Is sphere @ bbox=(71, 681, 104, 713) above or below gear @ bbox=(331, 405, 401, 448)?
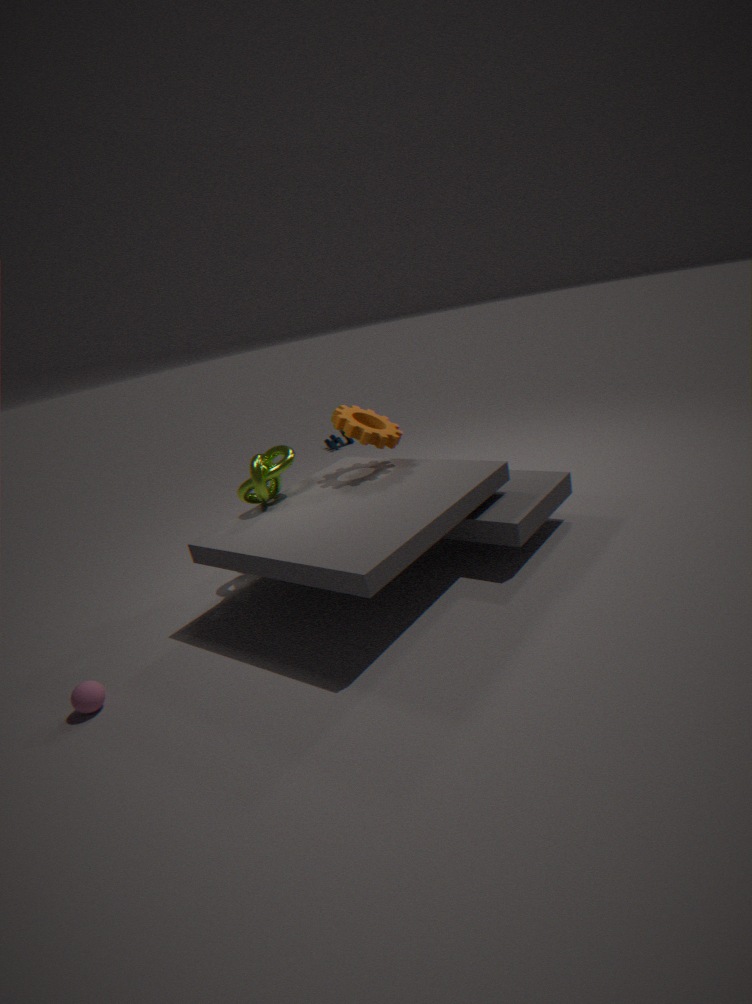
below
